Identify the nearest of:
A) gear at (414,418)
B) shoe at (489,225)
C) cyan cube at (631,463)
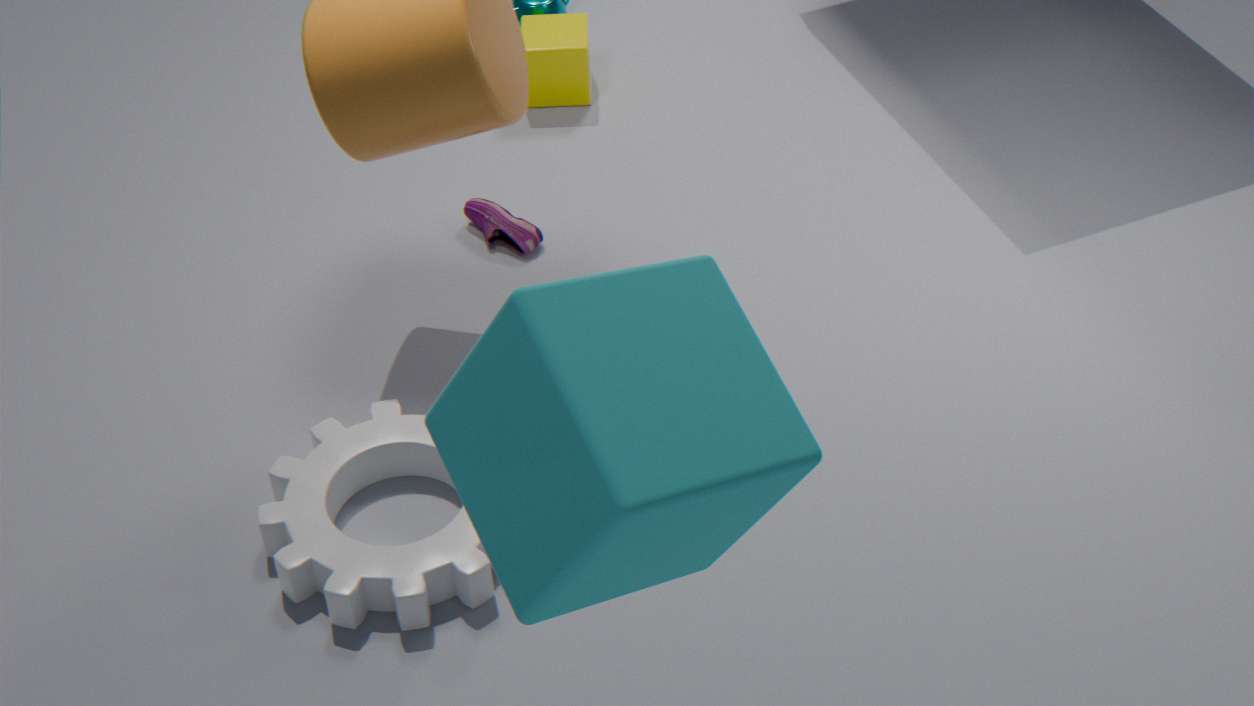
cyan cube at (631,463)
